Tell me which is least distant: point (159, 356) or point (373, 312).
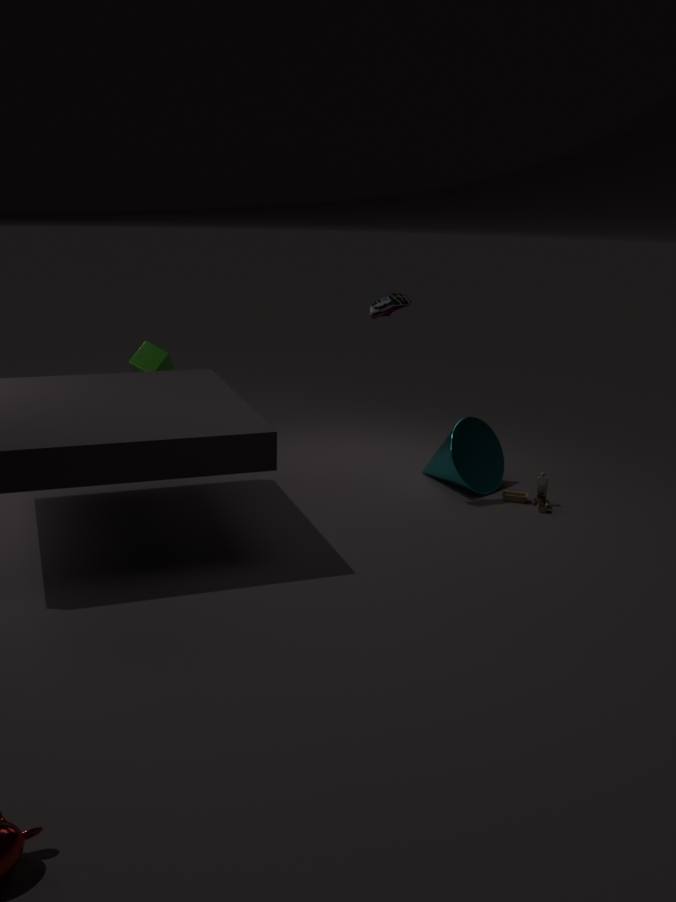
point (373, 312)
